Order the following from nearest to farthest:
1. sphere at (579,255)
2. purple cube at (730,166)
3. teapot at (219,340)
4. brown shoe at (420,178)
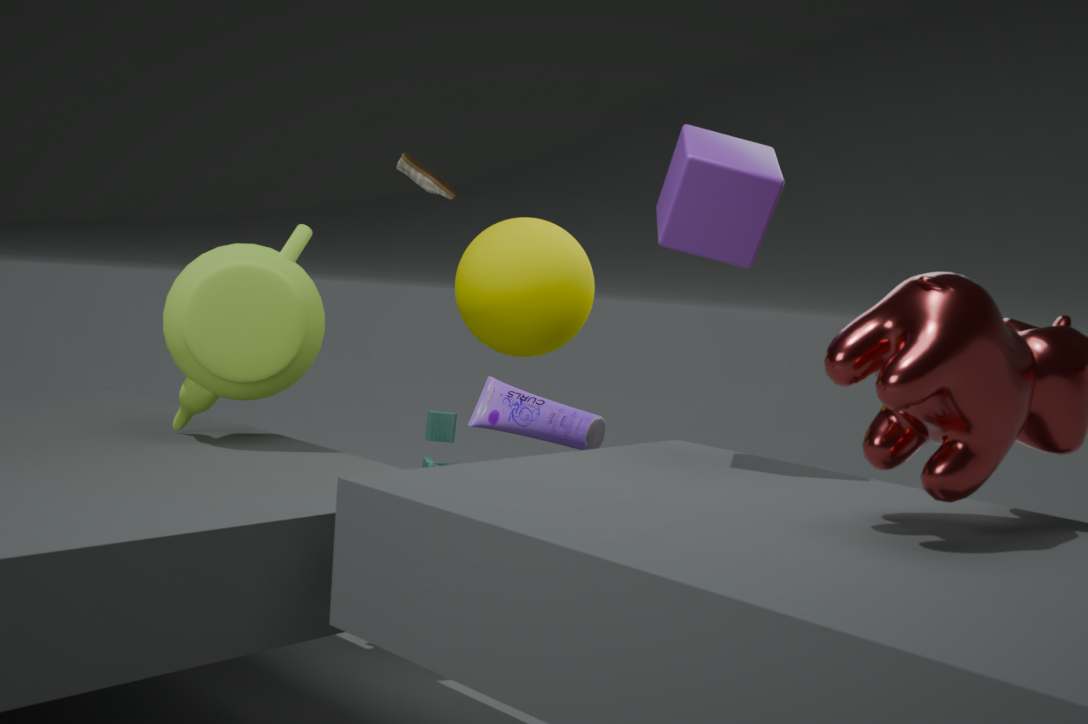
purple cube at (730,166)
teapot at (219,340)
sphere at (579,255)
brown shoe at (420,178)
